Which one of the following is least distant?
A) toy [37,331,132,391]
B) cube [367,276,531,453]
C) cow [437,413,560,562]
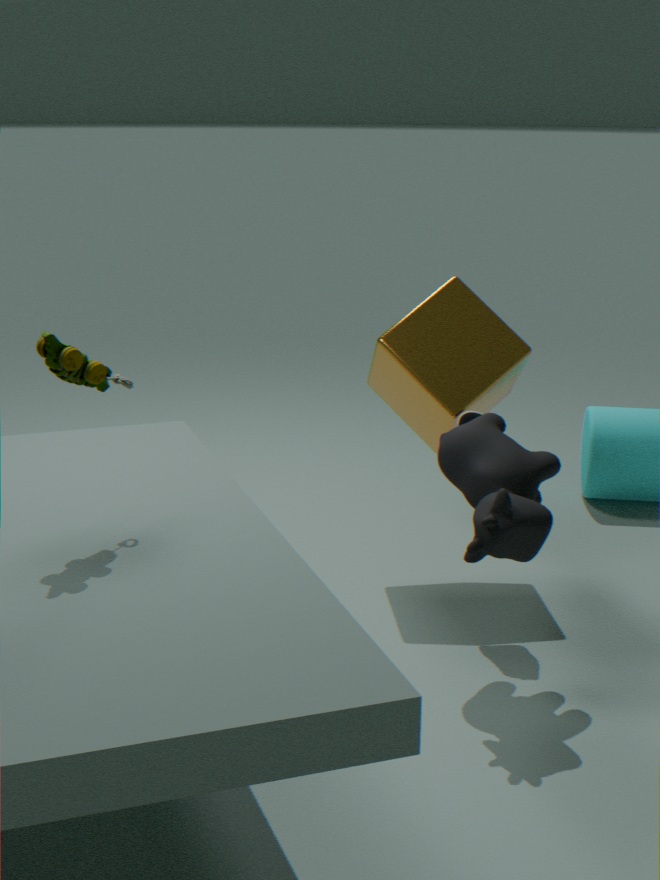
toy [37,331,132,391]
